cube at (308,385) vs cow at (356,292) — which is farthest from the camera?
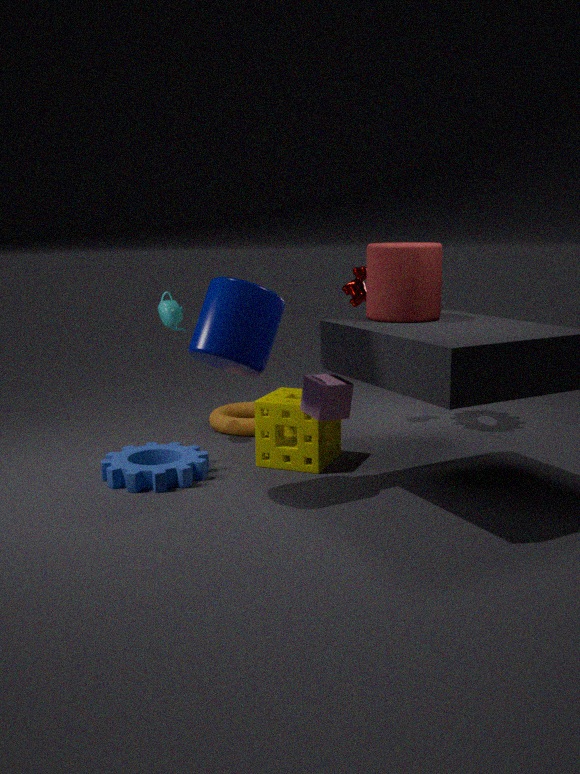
cow at (356,292)
